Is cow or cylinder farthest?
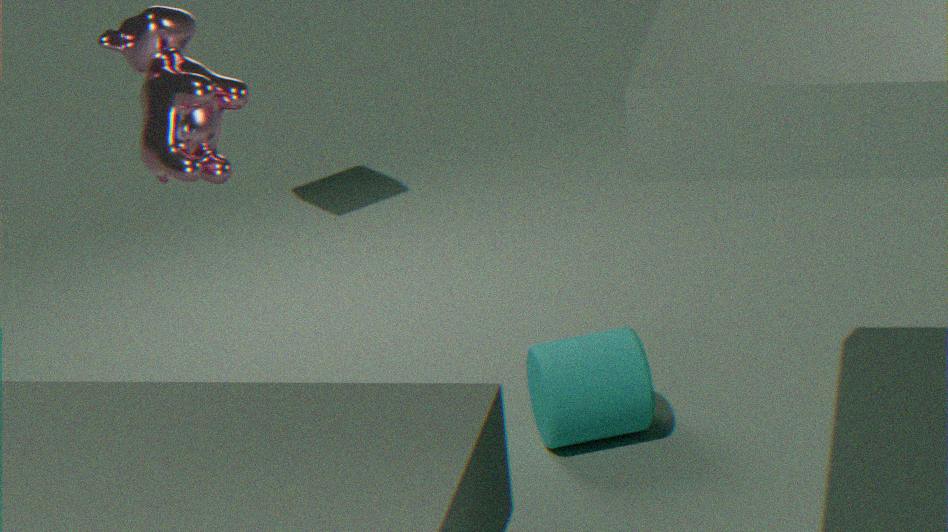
cylinder
